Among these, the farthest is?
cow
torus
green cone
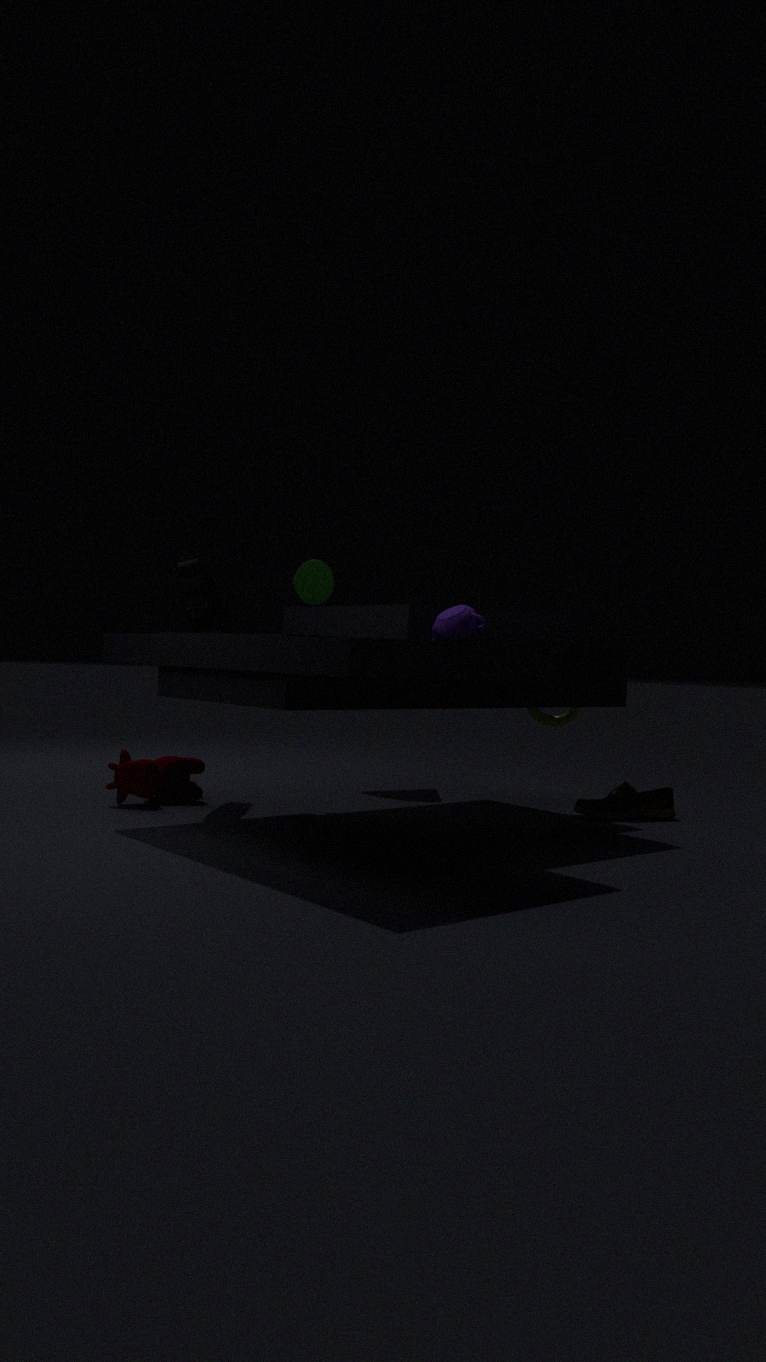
torus
